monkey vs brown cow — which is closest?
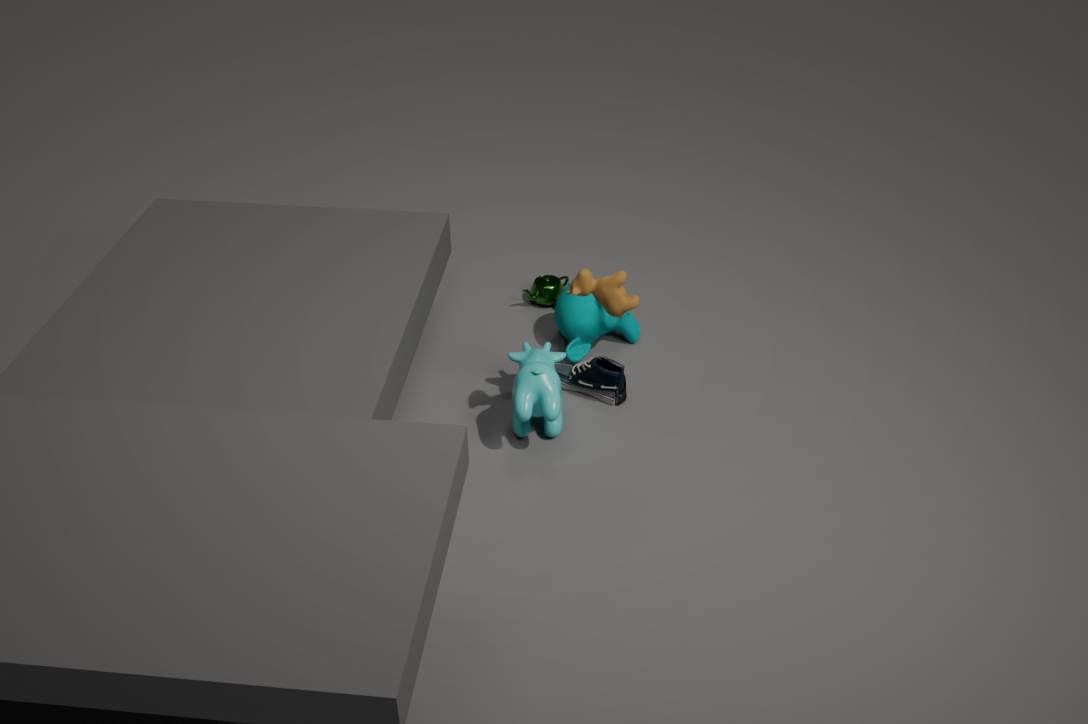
brown cow
